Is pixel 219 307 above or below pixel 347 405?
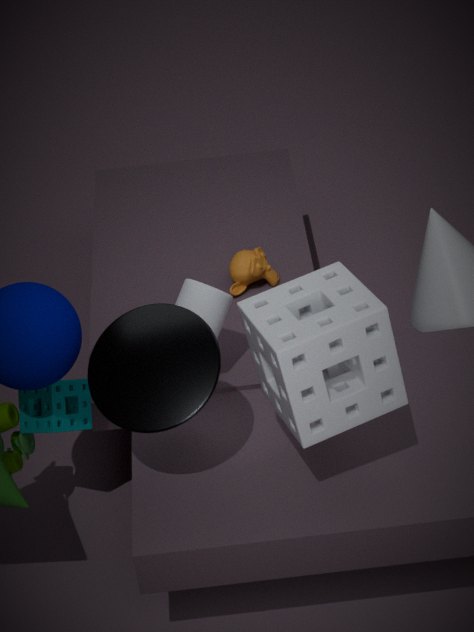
below
